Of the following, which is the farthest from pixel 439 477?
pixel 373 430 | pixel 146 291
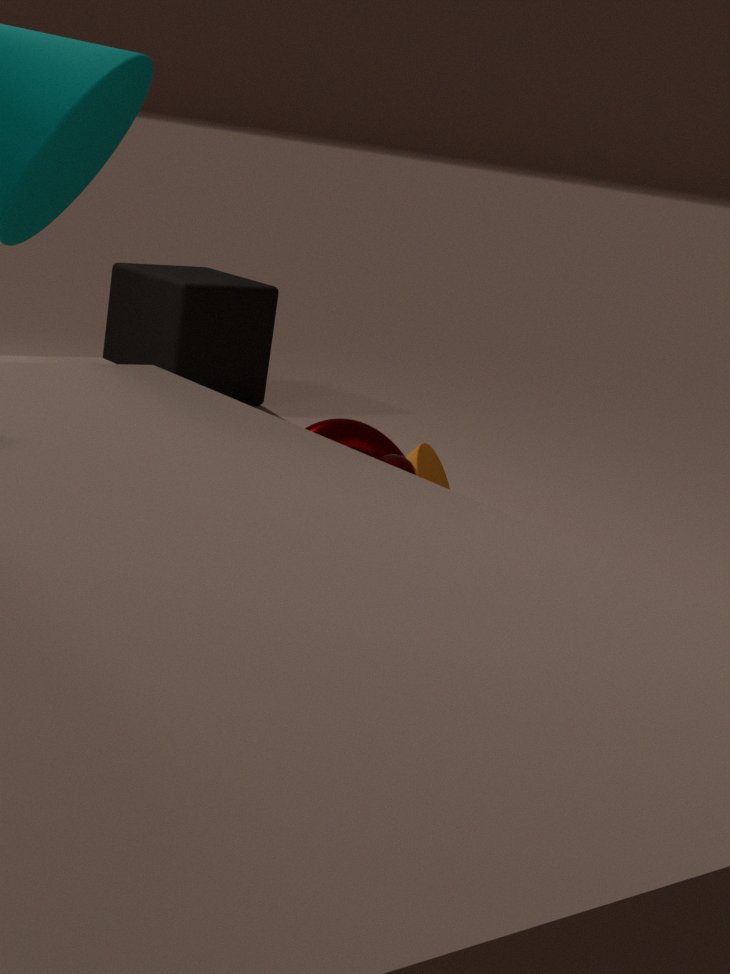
pixel 146 291
